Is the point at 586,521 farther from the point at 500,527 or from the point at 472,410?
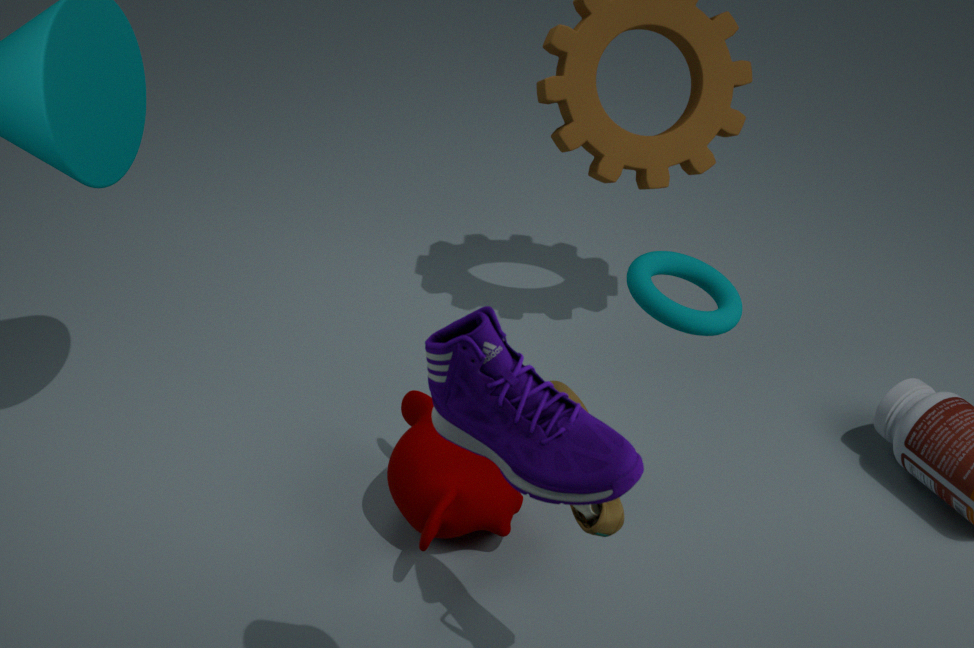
the point at 500,527
